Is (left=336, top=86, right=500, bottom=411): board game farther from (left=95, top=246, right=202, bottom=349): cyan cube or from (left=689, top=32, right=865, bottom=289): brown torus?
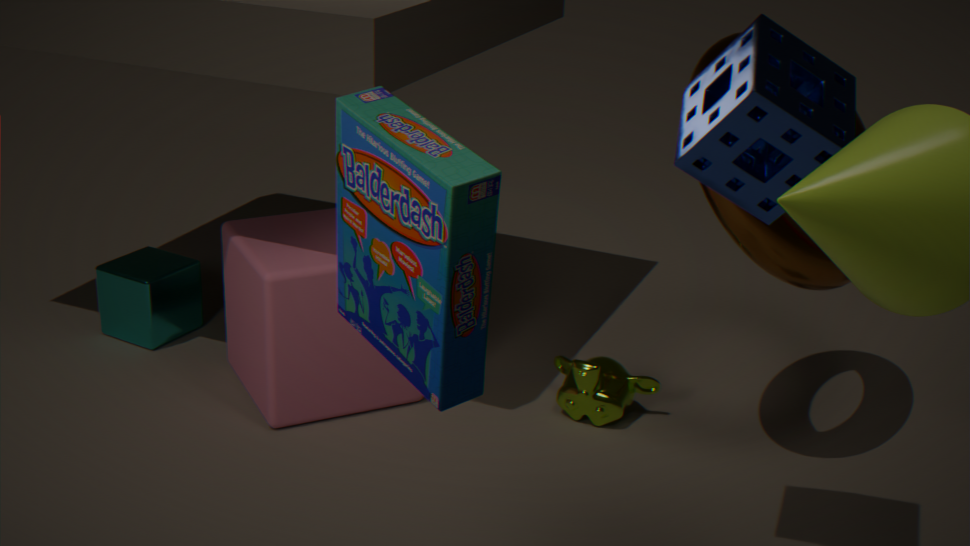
(left=95, top=246, right=202, bottom=349): cyan cube
